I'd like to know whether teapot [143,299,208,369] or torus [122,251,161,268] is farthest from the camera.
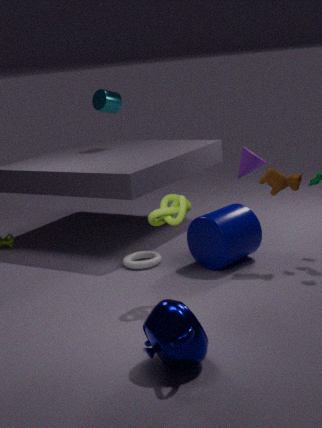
torus [122,251,161,268]
